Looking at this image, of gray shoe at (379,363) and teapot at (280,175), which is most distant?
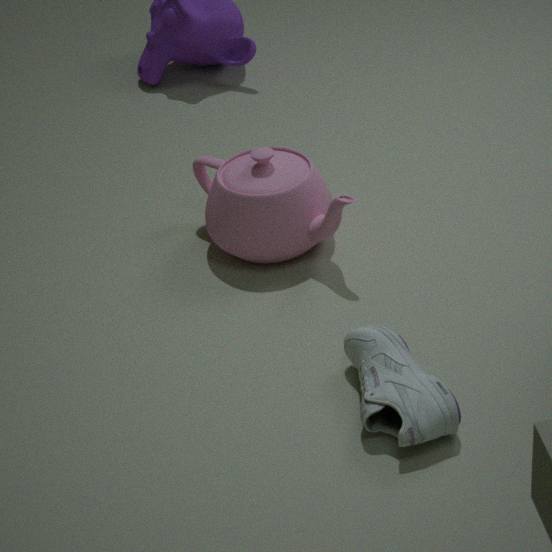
teapot at (280,175)
